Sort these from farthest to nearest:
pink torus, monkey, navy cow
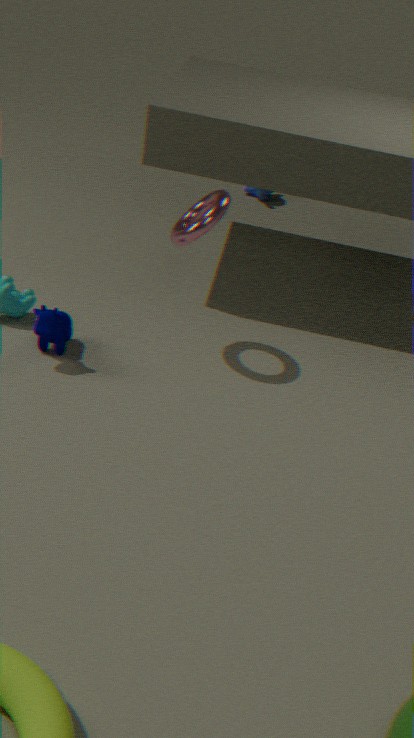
monkey, navy cow, pink torus
